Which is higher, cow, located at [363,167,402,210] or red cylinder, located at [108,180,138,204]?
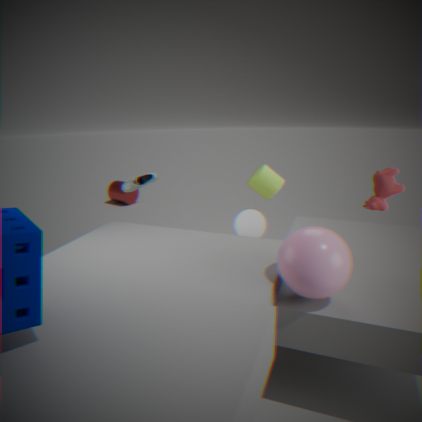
cow, located at [363,167,402,210]
